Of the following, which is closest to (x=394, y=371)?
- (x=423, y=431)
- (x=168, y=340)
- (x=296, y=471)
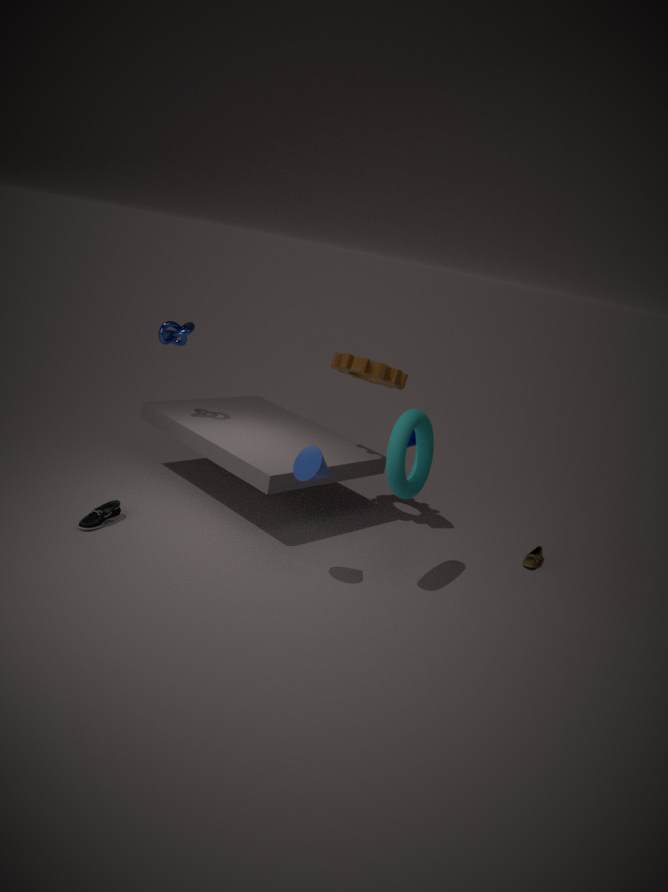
(x=423, y=431)
